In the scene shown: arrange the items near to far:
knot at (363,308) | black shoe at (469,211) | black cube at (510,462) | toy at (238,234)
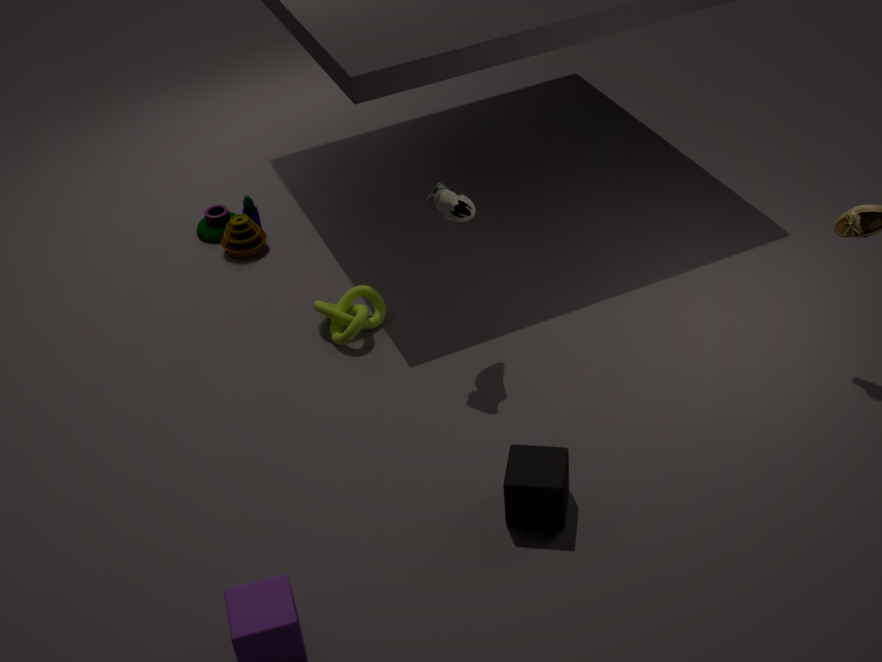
black cube at (510,462), black shoe at (469,211), knot at (363,308), toy at (238,234)
